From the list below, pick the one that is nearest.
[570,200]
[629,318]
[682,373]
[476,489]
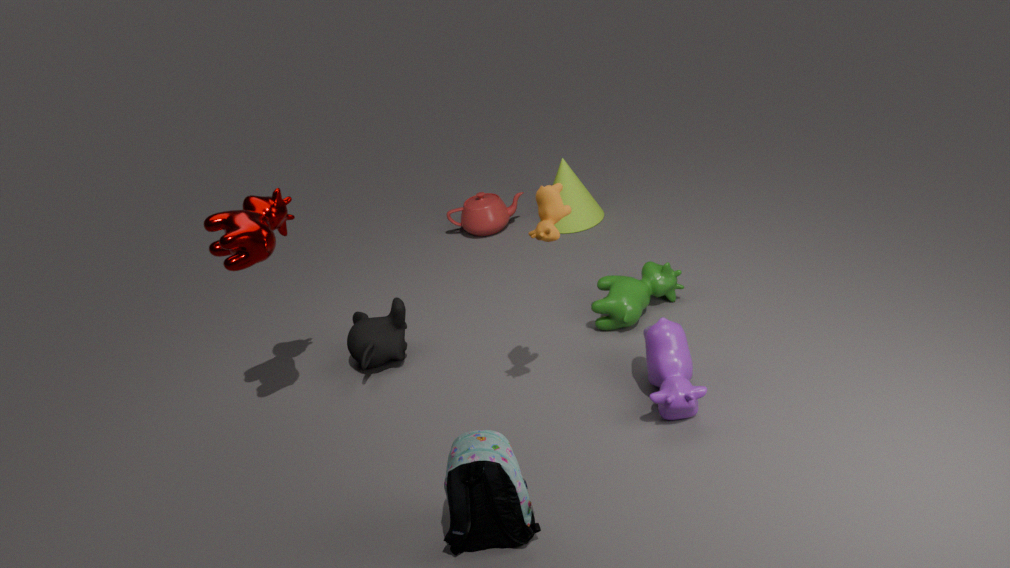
[476,489]
